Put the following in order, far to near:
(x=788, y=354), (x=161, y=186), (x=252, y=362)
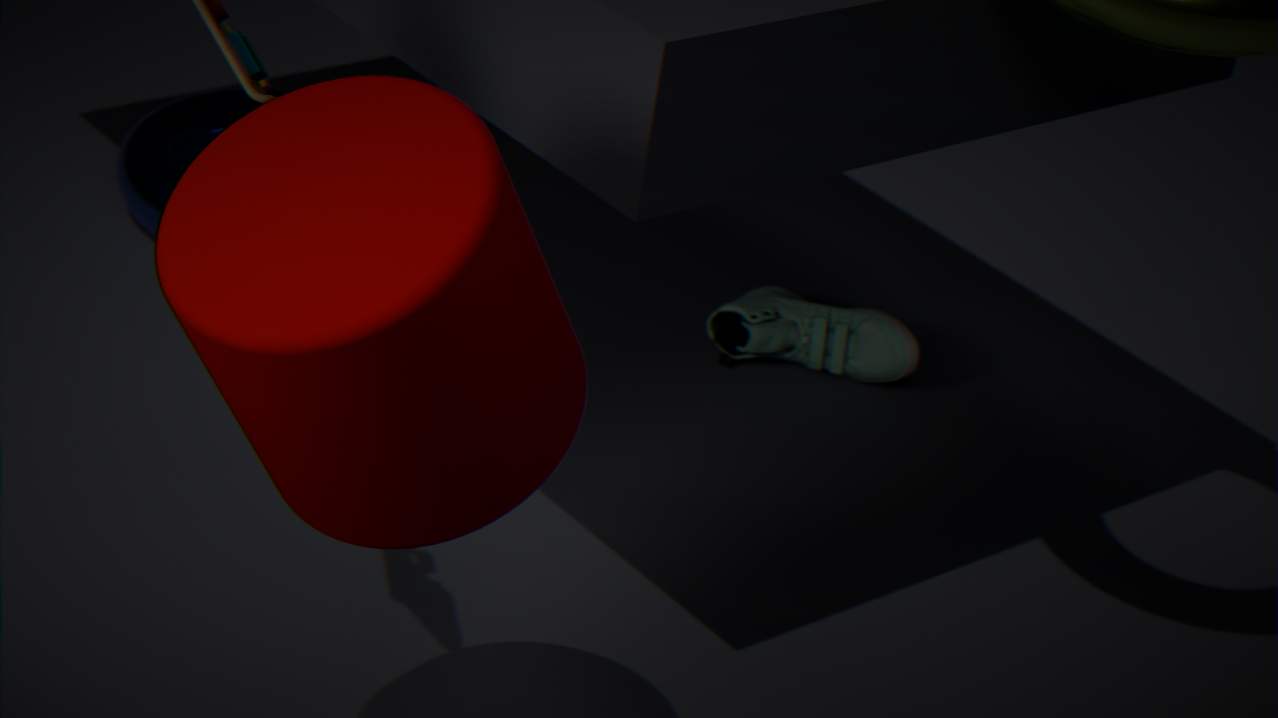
(x=161, y=186), (x=788, y=354), (x=252, y=362)
